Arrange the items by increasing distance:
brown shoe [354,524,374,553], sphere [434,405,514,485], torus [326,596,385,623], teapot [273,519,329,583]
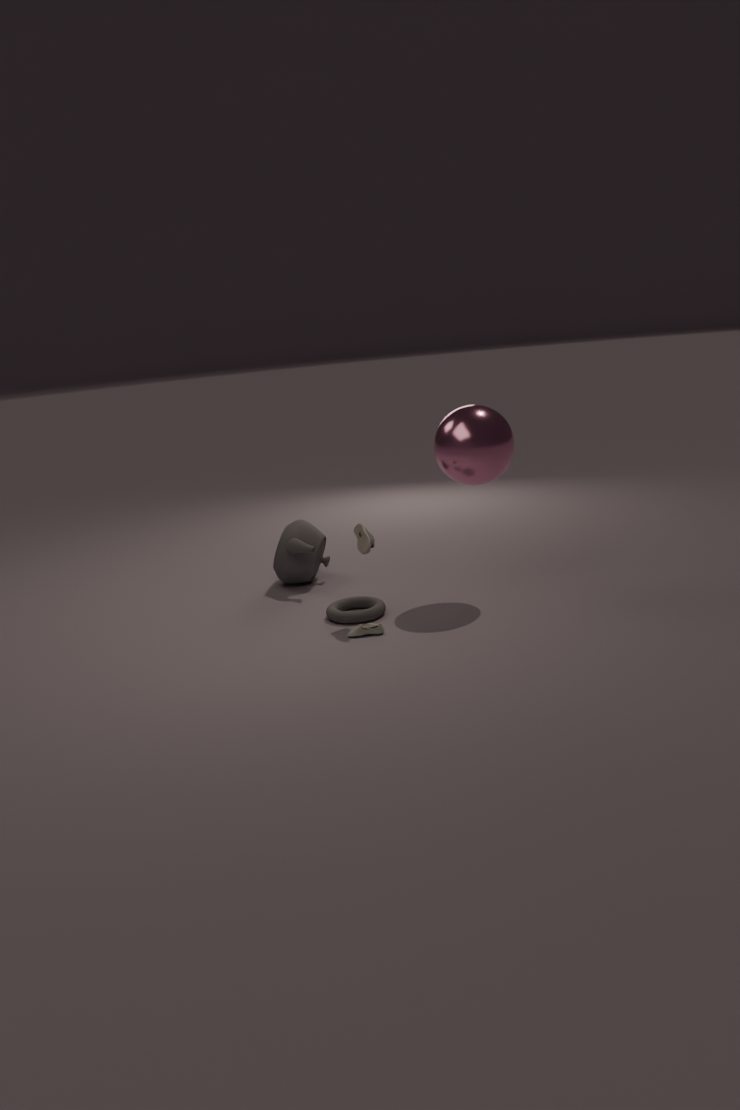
brown shoe [354,524,374,553] → sphere [434,405,514,485] → torus [326,596,385,623] → teapot [273,519,329,583]
